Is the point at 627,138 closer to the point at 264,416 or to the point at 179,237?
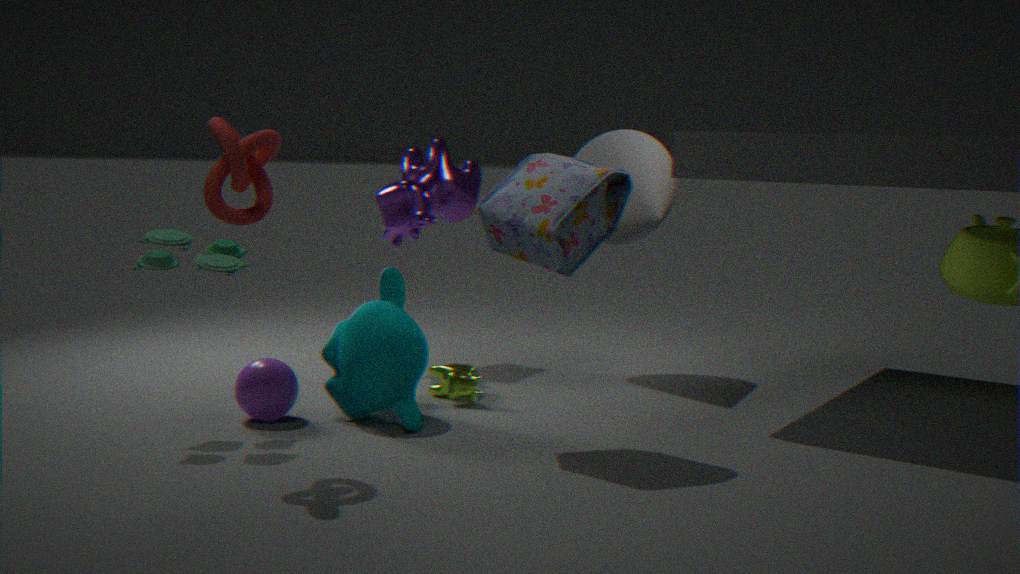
the point at 264,416
